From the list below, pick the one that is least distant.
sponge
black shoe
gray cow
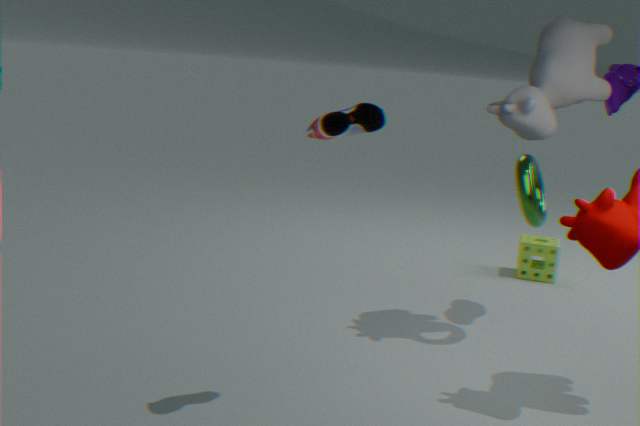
black shoe
